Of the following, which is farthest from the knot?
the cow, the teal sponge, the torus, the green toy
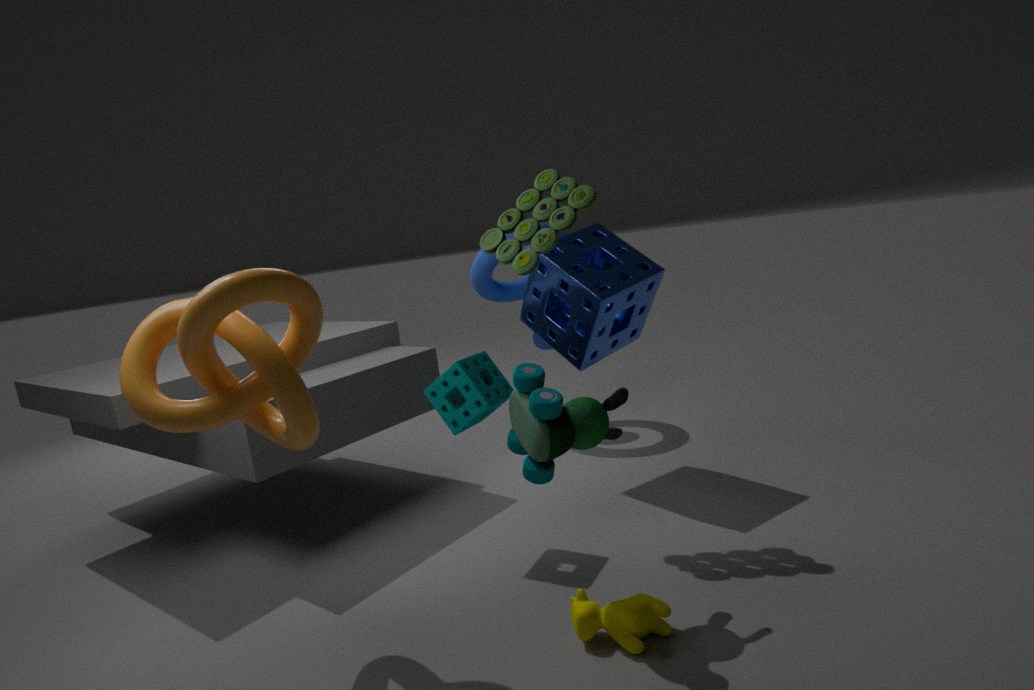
the torus
